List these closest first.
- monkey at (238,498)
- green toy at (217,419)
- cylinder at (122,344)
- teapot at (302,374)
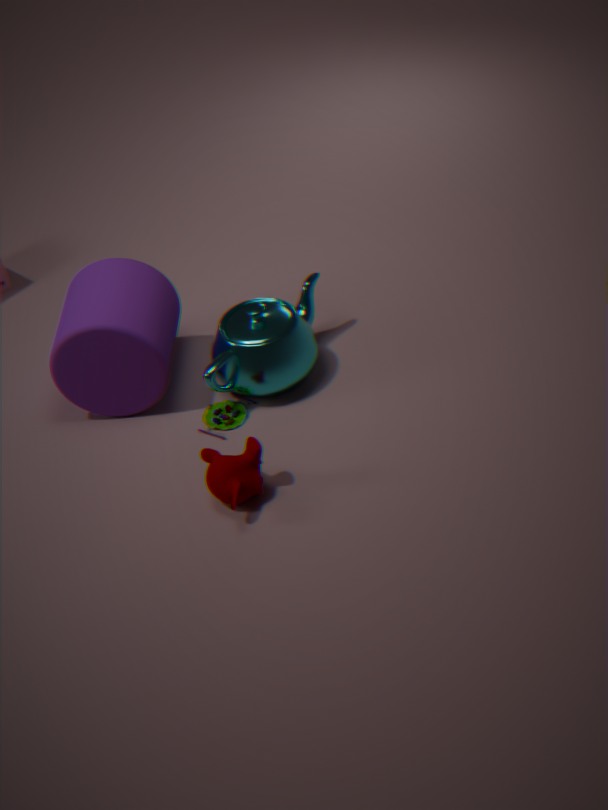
monkey at (238,498), cylinder at (122,344), teapot at (302,374), green toy at (217,419)
